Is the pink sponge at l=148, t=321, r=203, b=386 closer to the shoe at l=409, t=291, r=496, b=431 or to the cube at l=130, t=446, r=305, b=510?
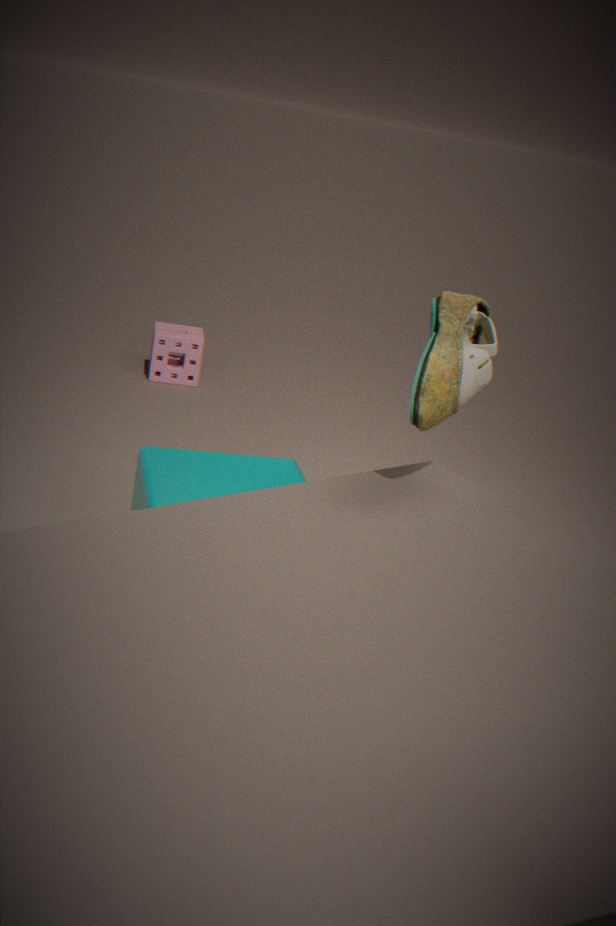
the cube at l=130, t=446, r=305, b=510
